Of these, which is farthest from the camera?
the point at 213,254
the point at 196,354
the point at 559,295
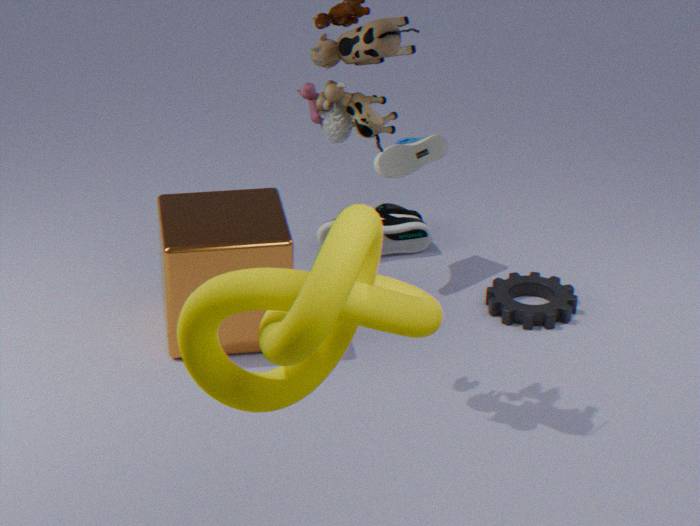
the point at 559,295
